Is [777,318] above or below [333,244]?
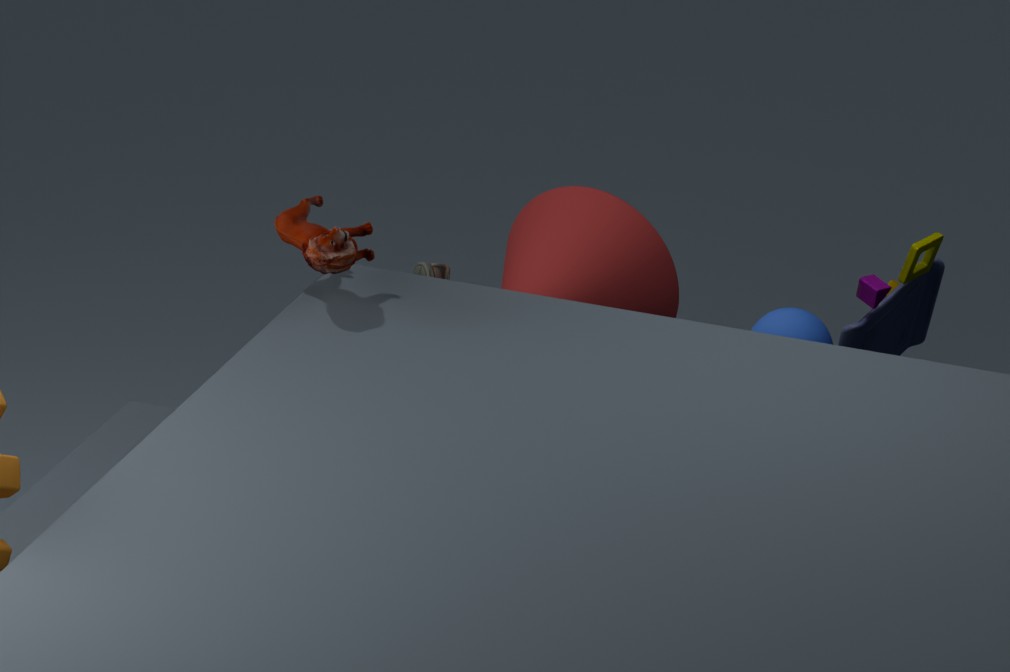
below
